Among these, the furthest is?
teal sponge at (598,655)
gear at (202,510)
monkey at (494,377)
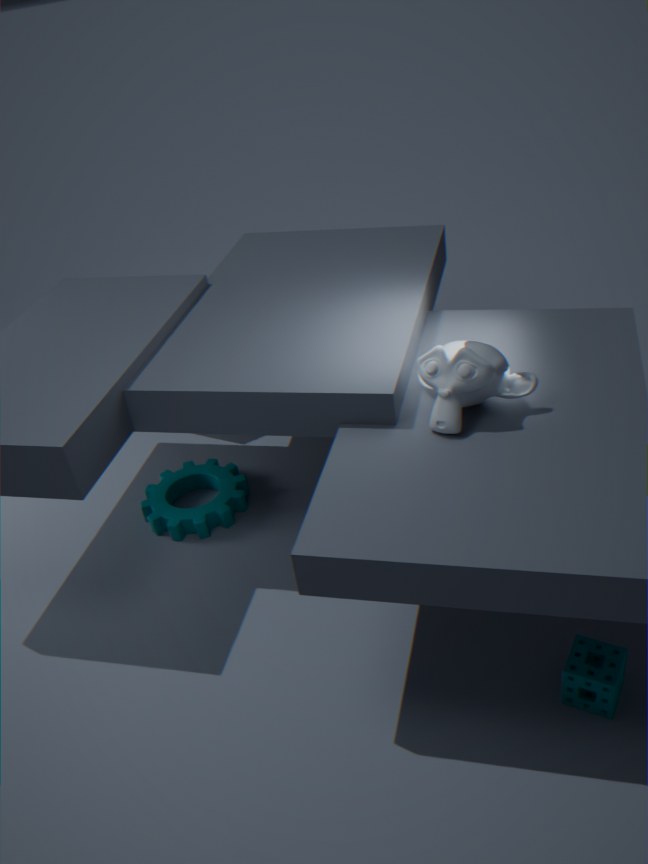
gear at (202,510)
